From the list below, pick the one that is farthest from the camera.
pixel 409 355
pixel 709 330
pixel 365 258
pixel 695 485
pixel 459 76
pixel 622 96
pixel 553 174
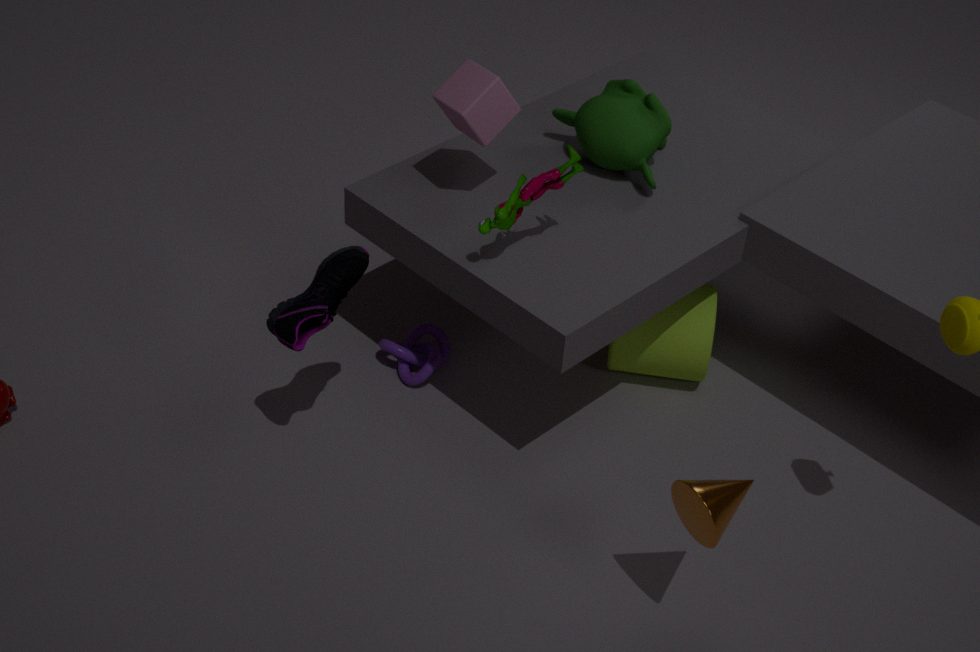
pixel 409 355
